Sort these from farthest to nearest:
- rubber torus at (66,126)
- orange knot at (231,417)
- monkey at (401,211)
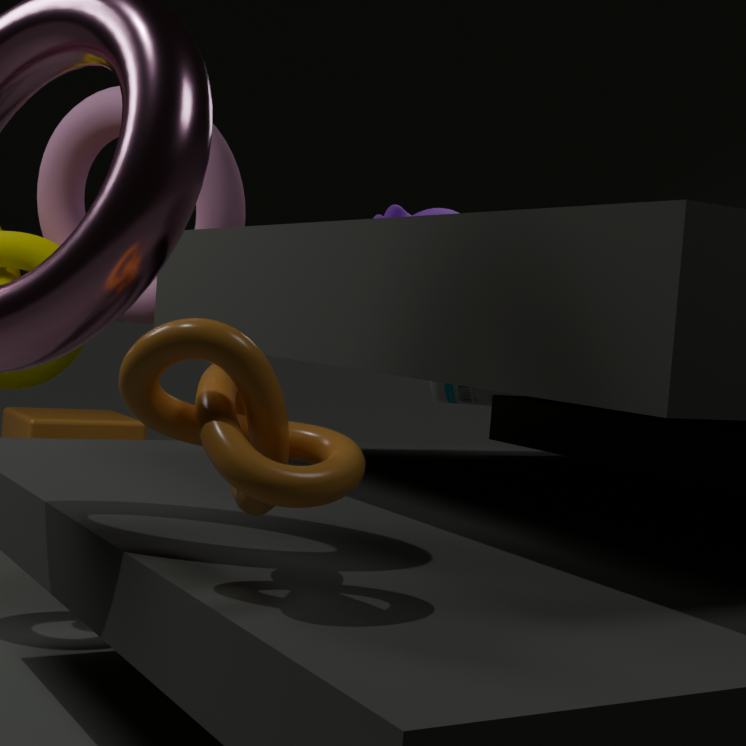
monkey at (401,211) < rubber torus at (66,126) < orange knot at (231,417)
